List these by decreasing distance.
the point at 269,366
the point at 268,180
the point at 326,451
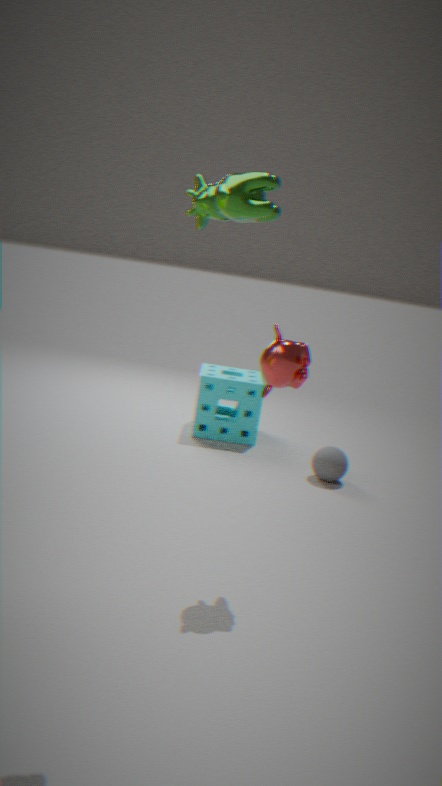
the point at 326,451 → the point at 269,366 → the point at 268,180
